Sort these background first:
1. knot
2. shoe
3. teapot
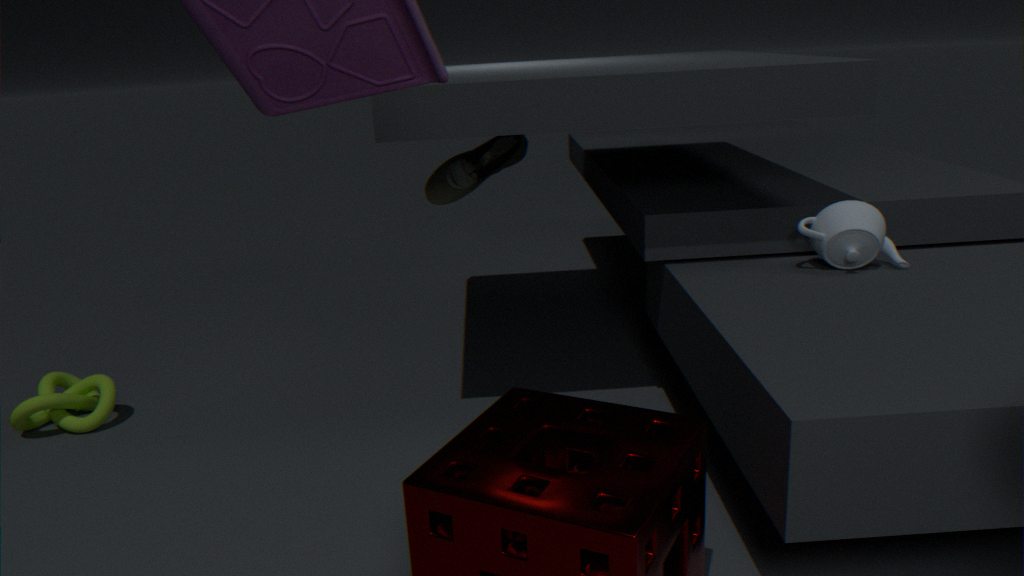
shoe
knot
teapot
